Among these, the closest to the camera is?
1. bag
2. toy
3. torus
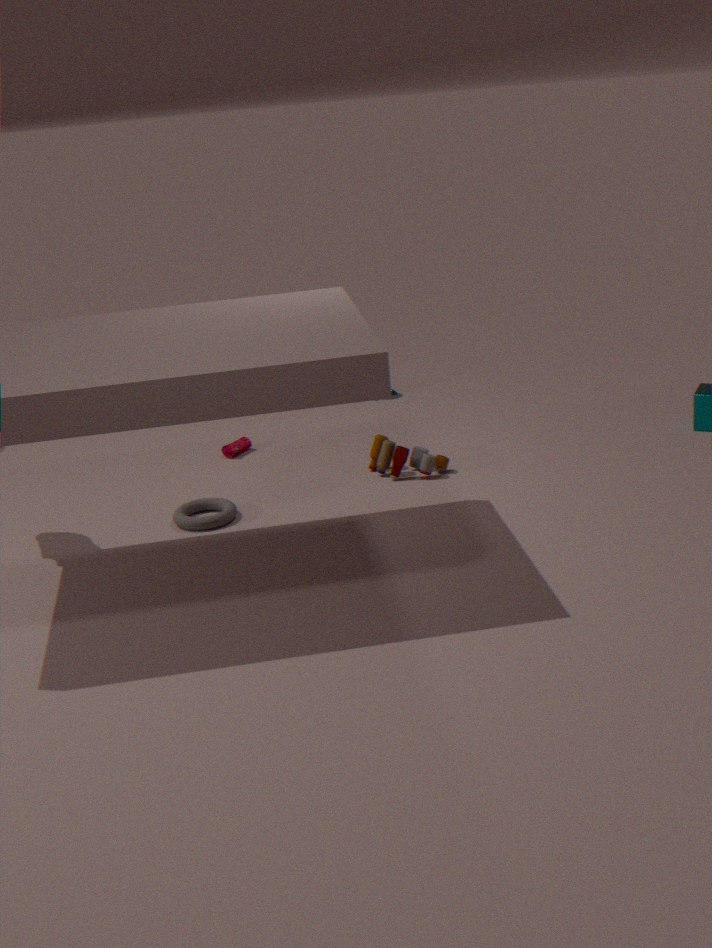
torus
